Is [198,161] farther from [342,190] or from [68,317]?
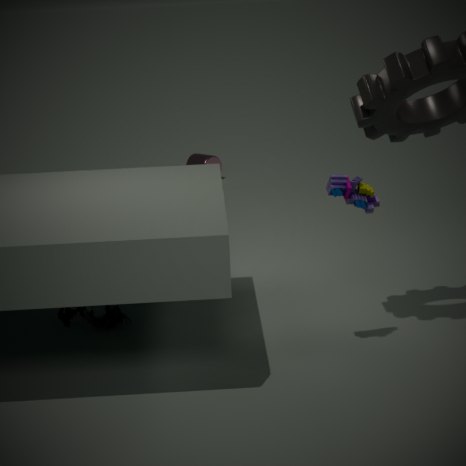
[342,190]
